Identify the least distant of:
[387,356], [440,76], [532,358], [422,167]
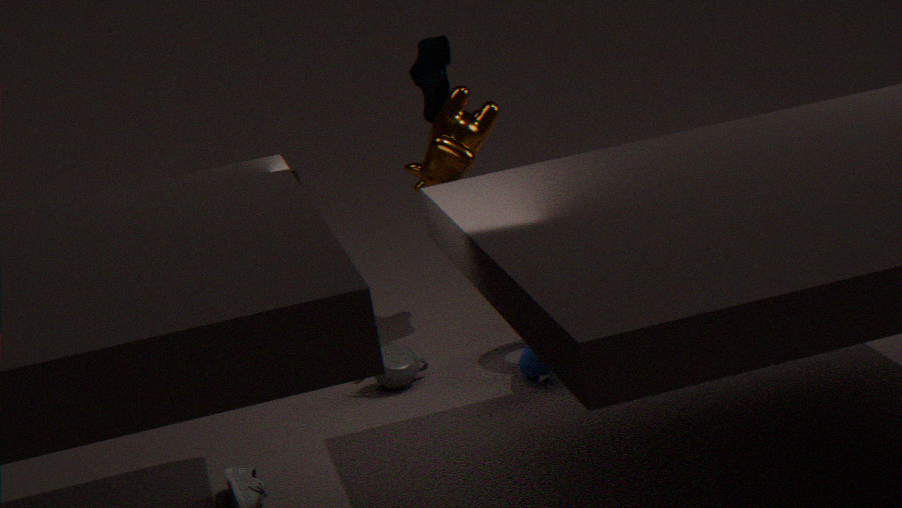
[532,358]
